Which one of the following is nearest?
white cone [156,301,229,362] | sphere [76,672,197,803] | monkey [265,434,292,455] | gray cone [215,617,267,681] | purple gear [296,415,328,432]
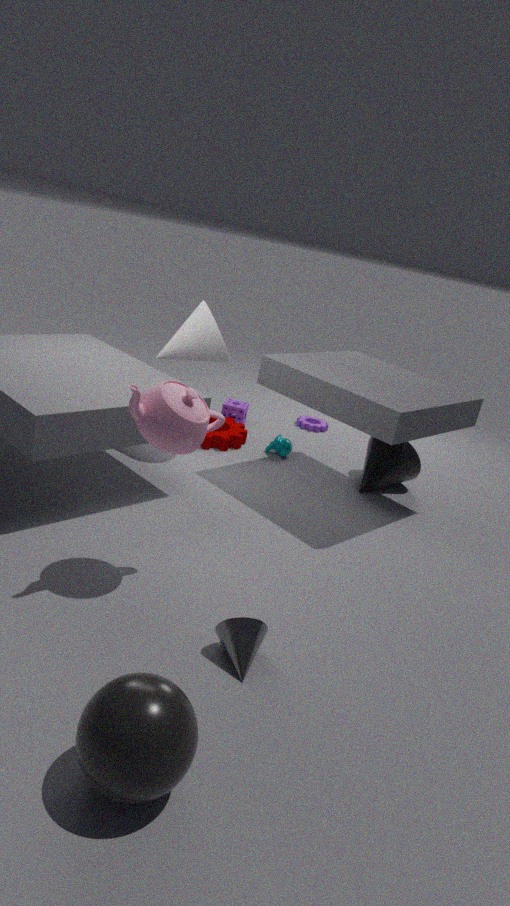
sphere [76,672,197,803]
